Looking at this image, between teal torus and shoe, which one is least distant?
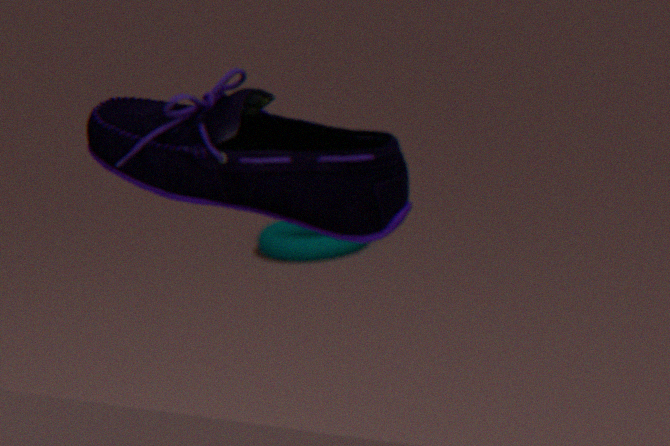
shoe
